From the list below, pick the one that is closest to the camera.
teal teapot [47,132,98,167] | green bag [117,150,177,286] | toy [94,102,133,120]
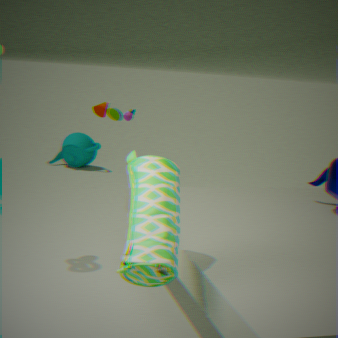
green bag [117,150,177,286]
